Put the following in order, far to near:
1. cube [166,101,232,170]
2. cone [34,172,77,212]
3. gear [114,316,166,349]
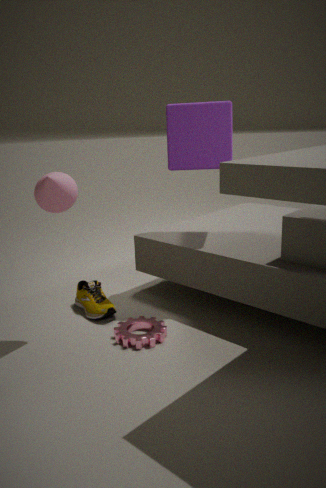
cube [166,101,232,170] < gear [114,316,166,349] < cone [34,172,77,212]
